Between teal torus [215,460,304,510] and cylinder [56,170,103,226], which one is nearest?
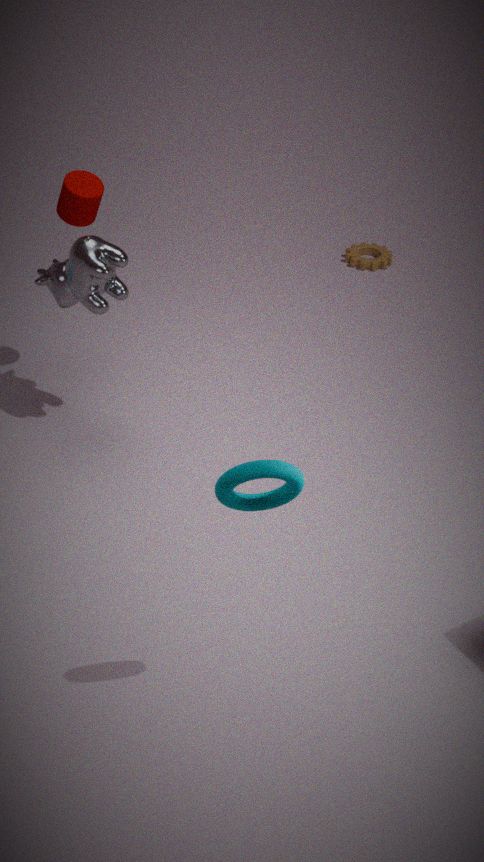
teal torus [215,460,304,510]
